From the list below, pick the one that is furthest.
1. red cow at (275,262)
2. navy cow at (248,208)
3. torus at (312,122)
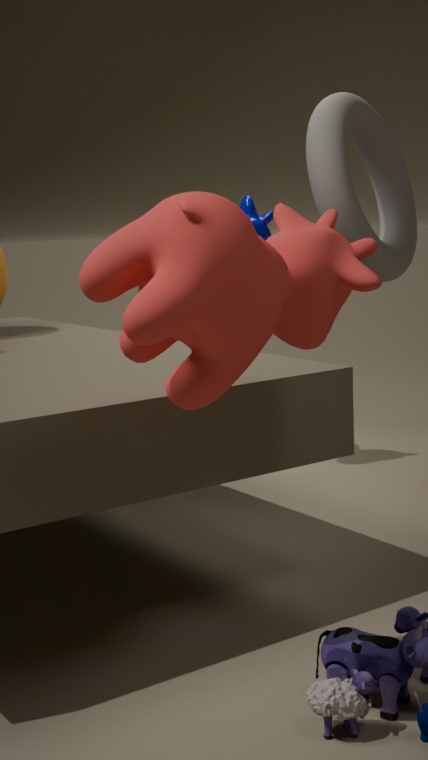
navy cow at (248,208)
